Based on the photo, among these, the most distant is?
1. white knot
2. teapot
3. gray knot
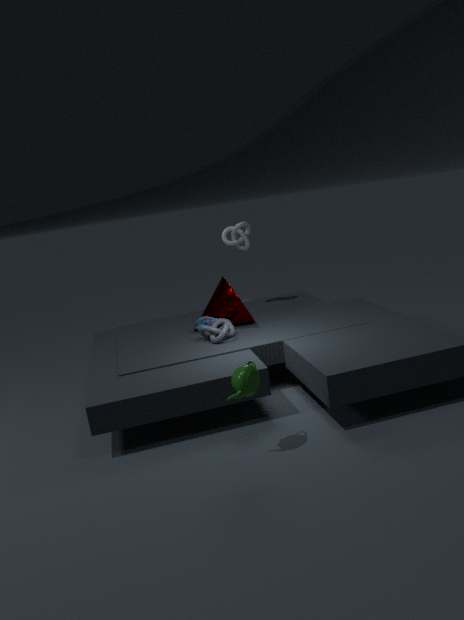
white knot
